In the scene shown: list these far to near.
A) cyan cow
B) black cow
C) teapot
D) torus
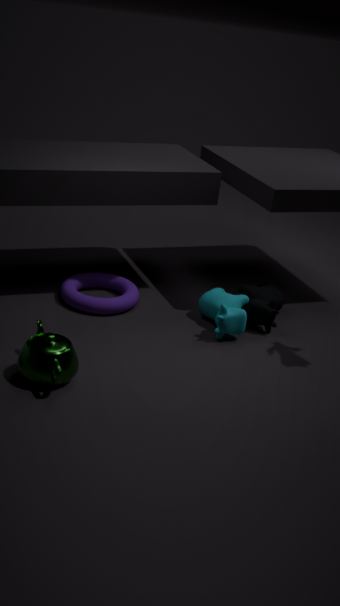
black cow → torus → cyan cow → teapot
